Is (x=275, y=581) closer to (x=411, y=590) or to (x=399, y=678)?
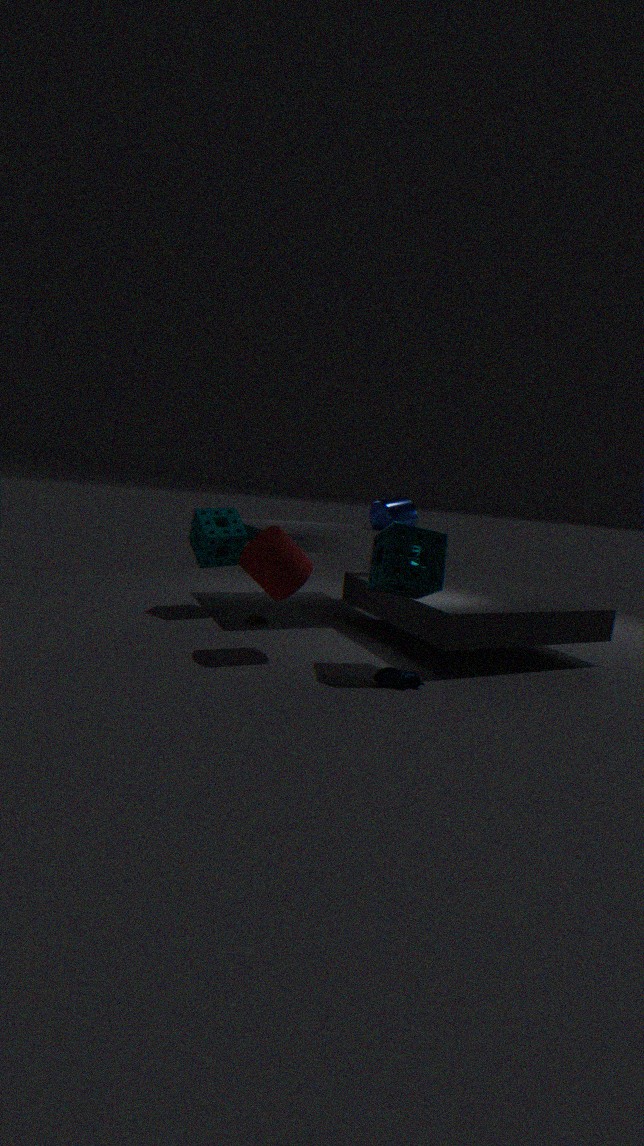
(x=411, y=590)
